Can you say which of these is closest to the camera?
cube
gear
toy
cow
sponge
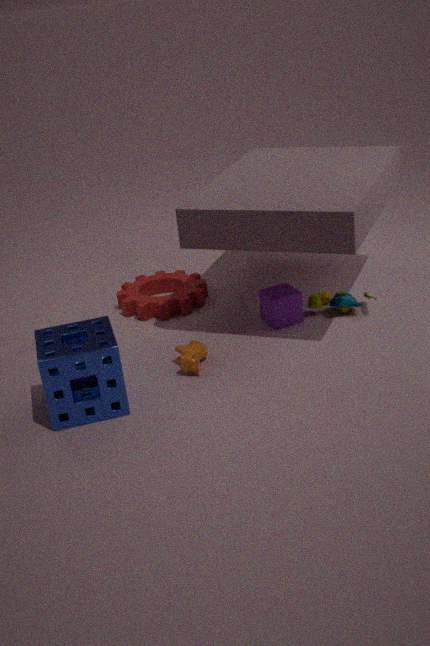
sponge
